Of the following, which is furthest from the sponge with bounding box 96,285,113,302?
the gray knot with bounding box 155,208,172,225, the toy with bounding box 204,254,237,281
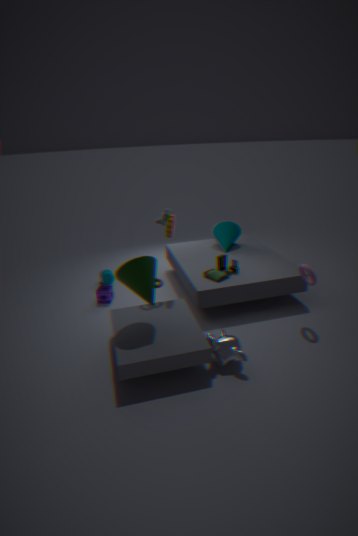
the toy with bounding box 204,254,237,281
